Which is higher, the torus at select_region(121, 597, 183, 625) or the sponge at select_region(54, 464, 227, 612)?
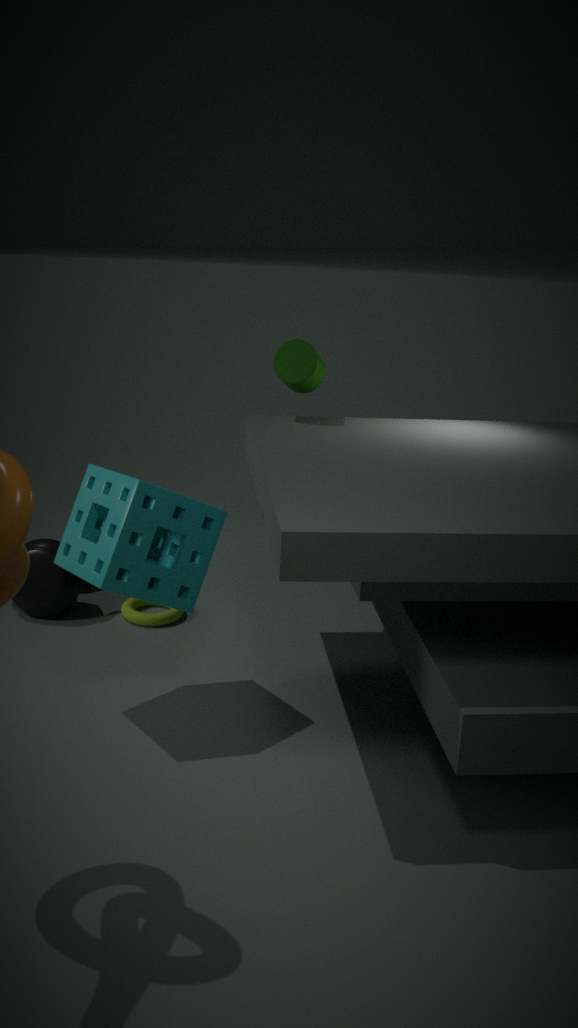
the sponge at select_region(54, 464, 227, 612)
